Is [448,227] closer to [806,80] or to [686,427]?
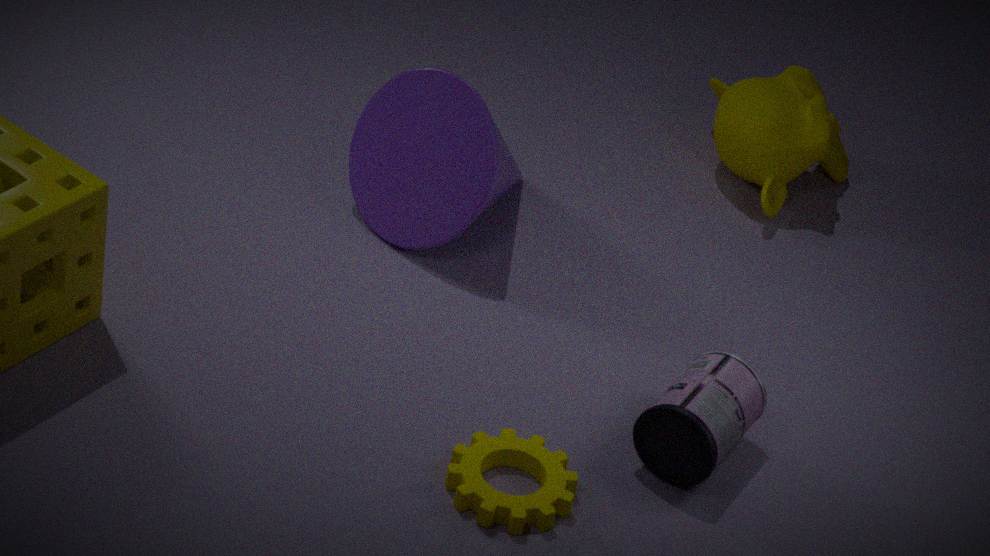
[806,80]
